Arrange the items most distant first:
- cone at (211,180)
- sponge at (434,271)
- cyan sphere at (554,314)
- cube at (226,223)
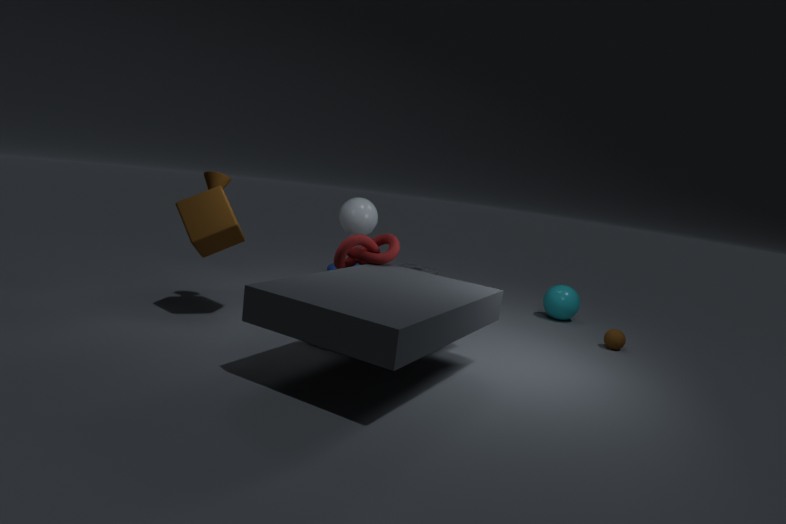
cyan sphere at (554,314) < sponge at (434,271) < cone at (211,180) < cube at (226,223)
